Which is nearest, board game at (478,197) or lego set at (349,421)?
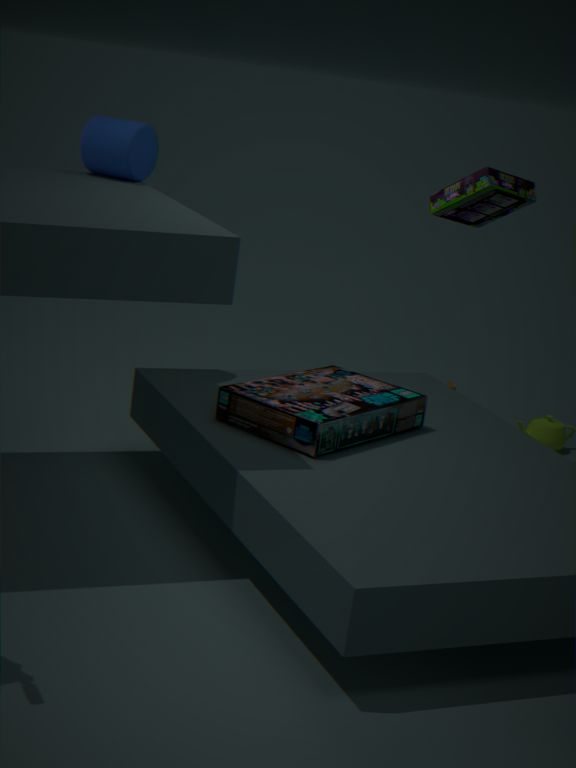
lego set at (349,421)
